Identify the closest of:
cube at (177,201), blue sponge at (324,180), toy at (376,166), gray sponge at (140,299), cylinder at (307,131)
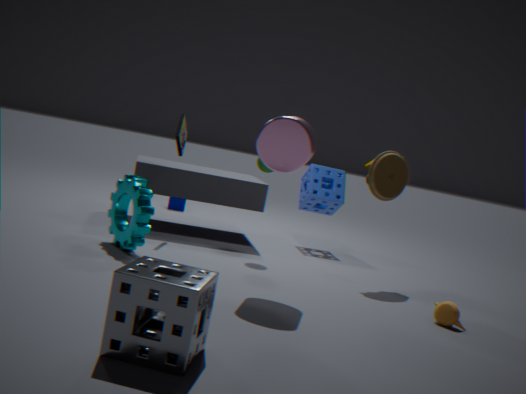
gray sponge at (140,299)
